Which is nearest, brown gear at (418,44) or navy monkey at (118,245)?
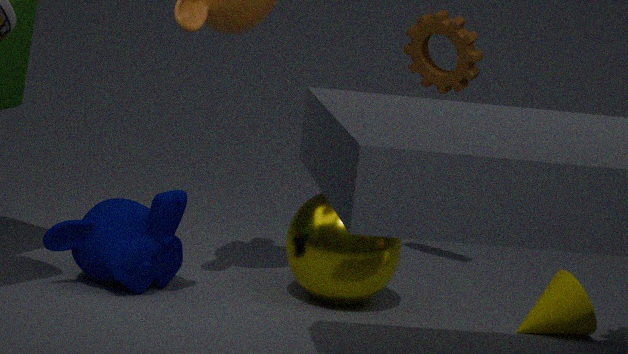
navy monkey at (118,245)
